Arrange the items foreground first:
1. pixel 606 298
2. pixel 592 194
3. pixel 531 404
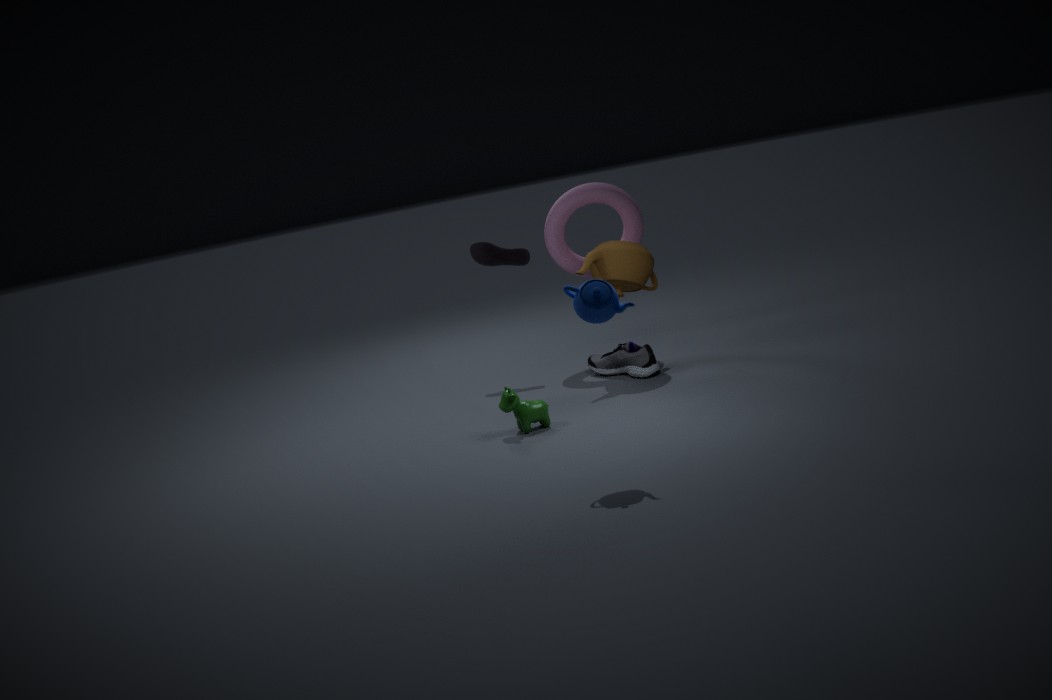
pixel 606 298, pixel 531 404, pixel 592 194
